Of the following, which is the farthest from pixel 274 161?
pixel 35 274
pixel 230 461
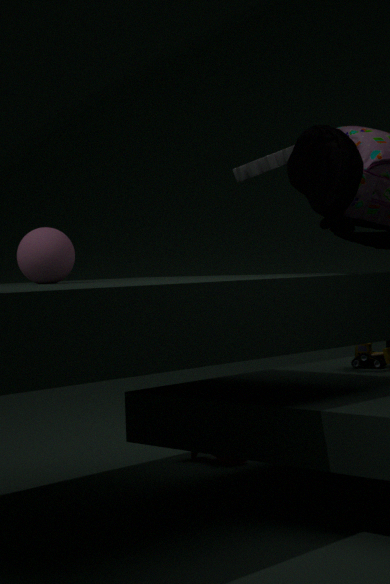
pixel 230 461
